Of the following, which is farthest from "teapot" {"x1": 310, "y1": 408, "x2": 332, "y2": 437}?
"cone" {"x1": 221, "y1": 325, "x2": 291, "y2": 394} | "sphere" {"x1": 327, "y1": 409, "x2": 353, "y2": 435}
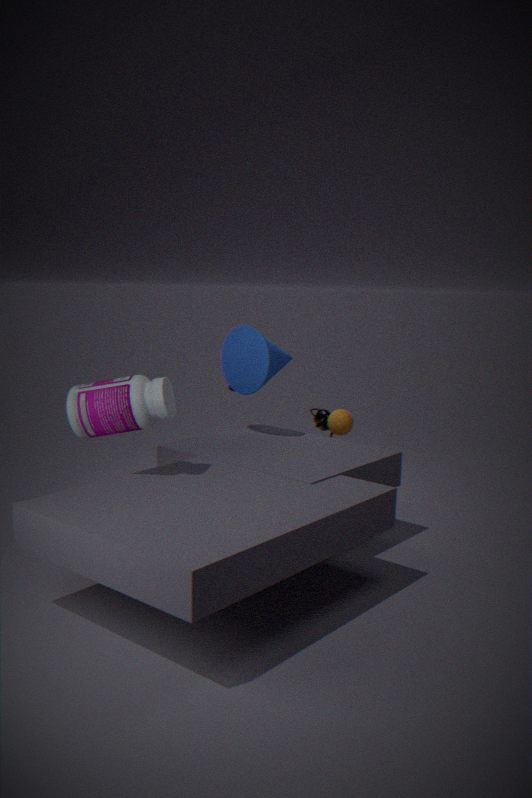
"cone" {"x1": 221, "y1": 325, "x2": 291, "y2": 394}
